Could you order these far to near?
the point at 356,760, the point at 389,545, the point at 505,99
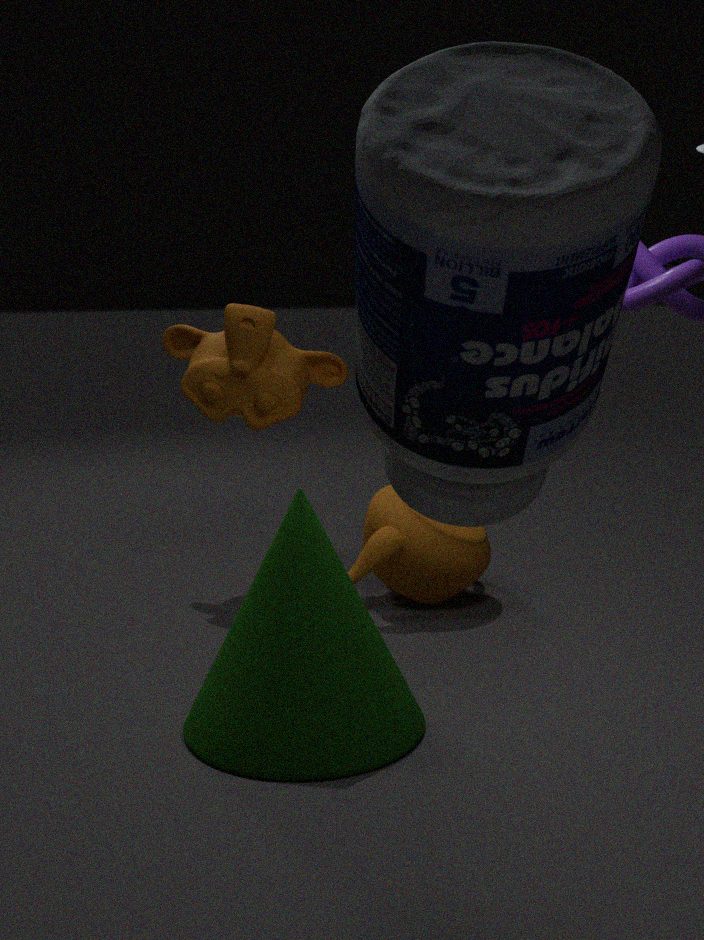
the point at 389,545, the point at 356,760, the point at 505,99
